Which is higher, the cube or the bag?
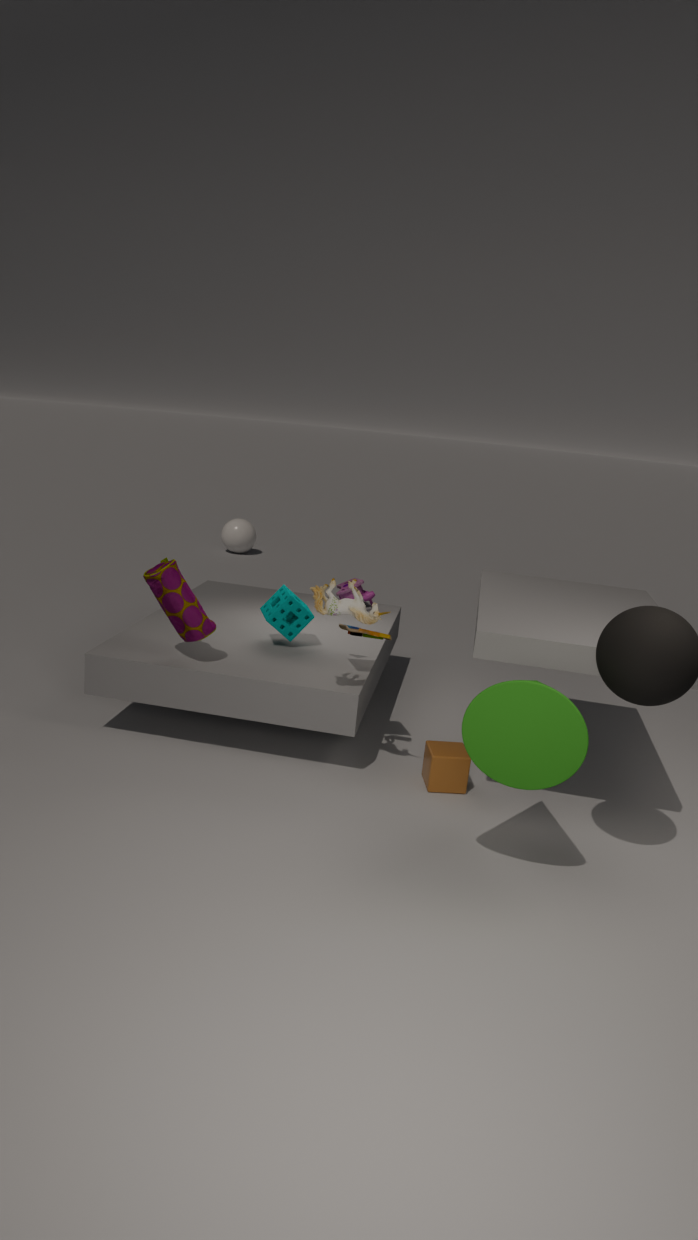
the bag
